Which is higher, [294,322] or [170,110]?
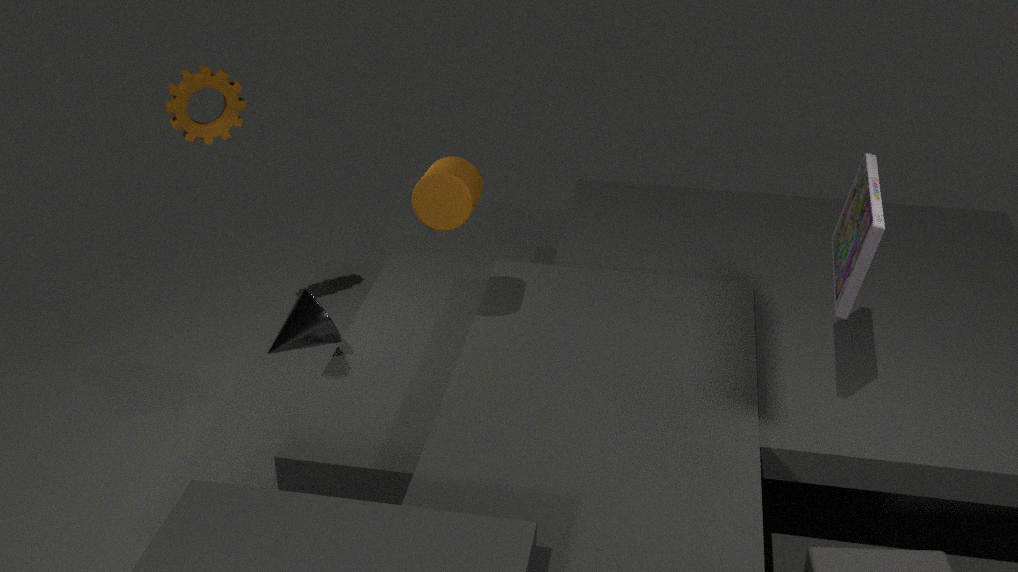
[170,110]
